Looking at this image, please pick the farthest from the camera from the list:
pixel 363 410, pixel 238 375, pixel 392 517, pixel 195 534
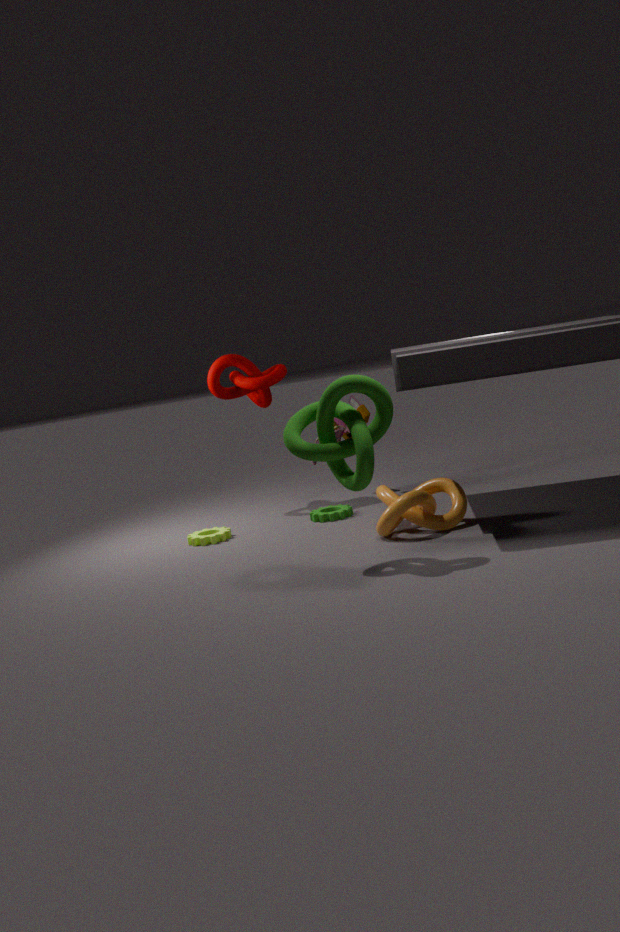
pixel 363 410
